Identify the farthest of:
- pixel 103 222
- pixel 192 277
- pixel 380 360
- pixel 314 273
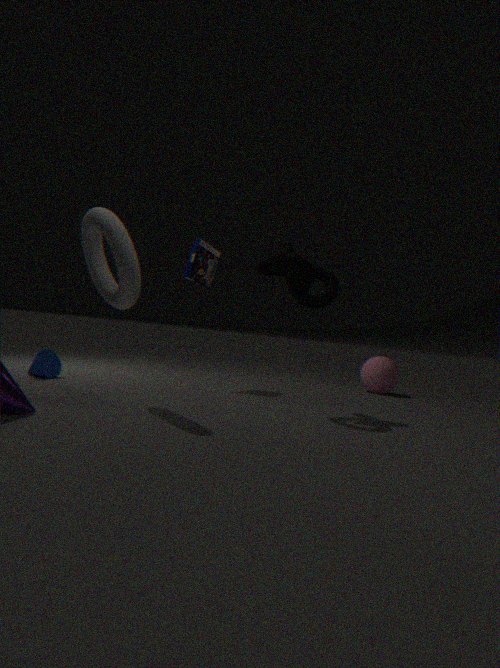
pixel 380 360
